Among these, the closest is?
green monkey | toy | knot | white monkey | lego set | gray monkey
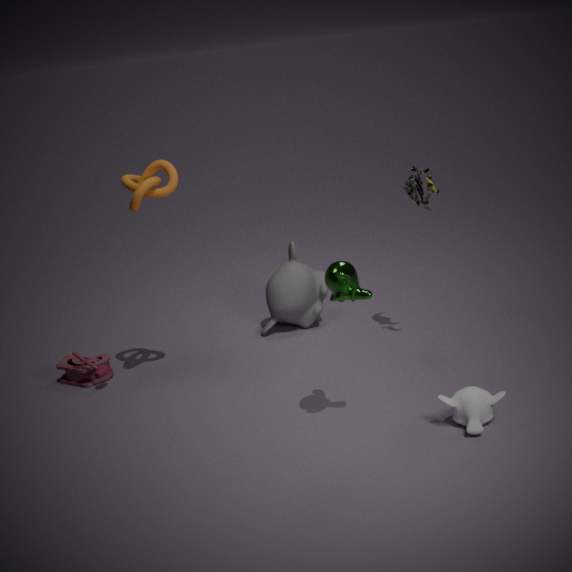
green monkey
